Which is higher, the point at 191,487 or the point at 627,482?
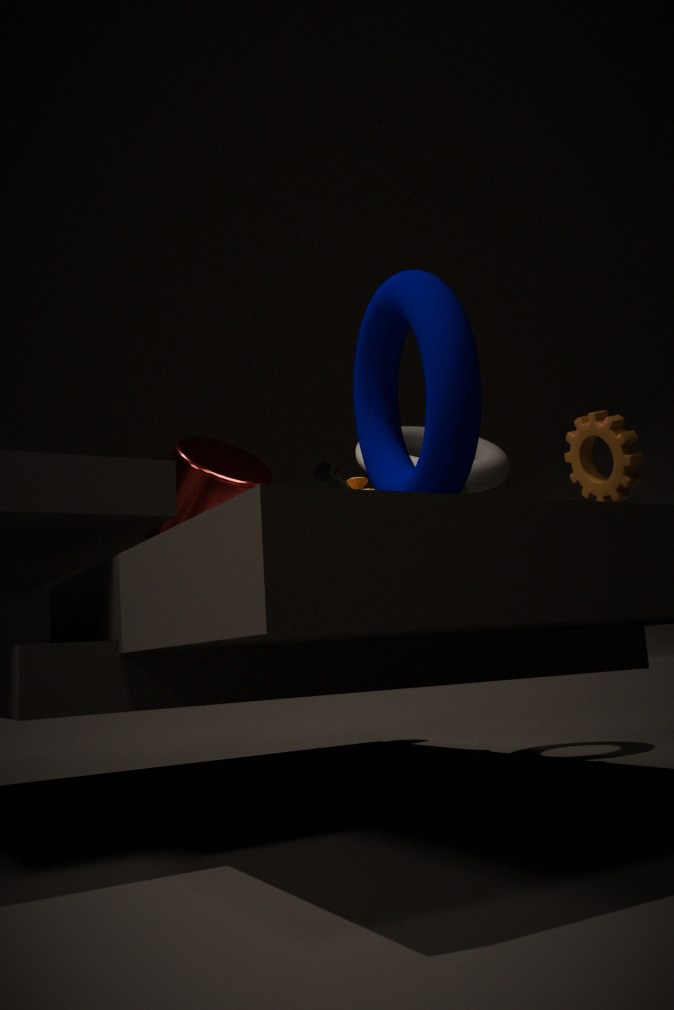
the point at 191,487
